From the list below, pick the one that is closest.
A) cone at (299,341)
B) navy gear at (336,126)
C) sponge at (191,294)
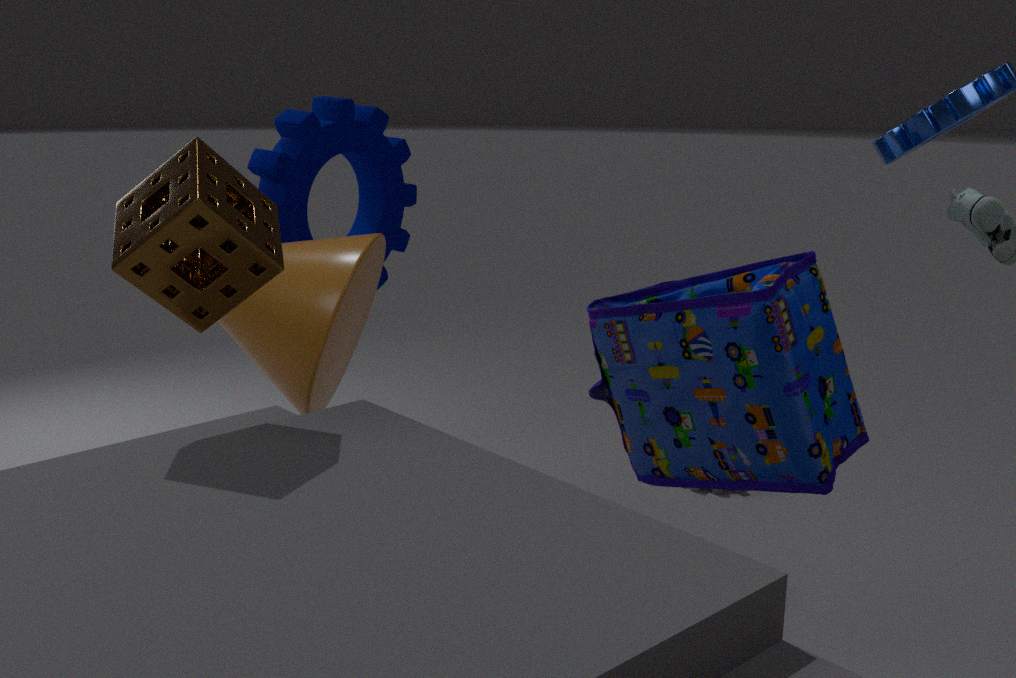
sponge at (191,294)
